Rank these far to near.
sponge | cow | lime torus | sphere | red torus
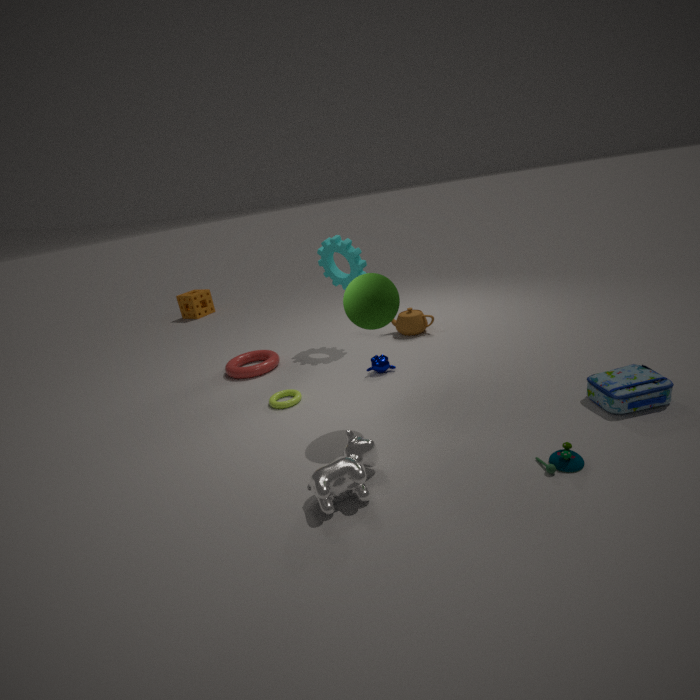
sponge → red torus → lime torus → sphere → cow
